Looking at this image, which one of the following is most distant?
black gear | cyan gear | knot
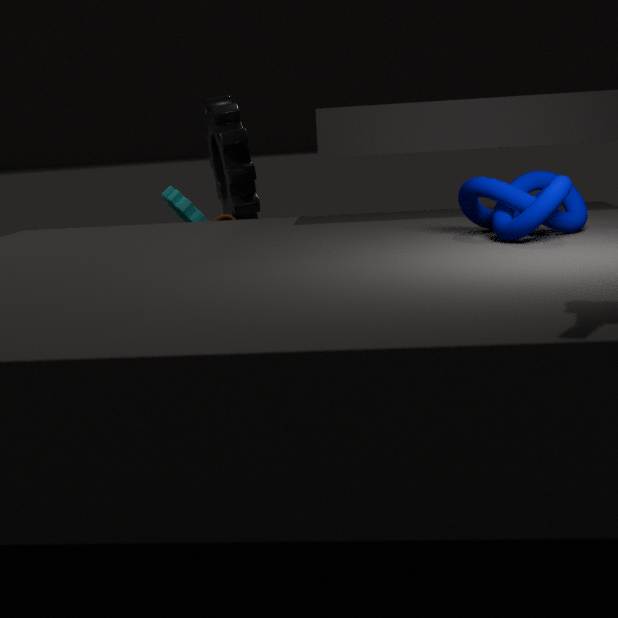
cyan gear
